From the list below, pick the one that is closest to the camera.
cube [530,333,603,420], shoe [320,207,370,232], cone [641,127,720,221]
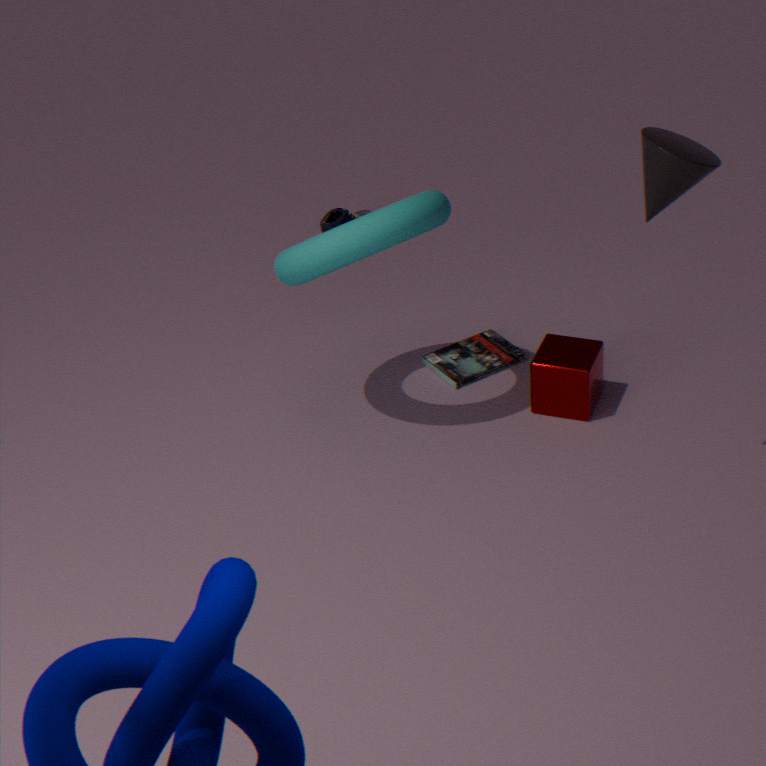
cone [641,127,720,221]
